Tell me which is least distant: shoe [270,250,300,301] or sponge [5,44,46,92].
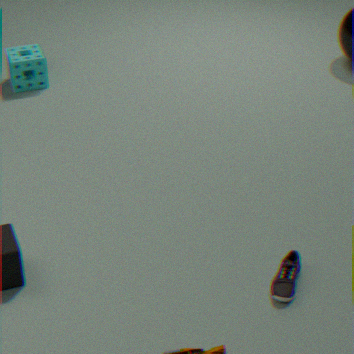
shoe [270,250,300,301]
